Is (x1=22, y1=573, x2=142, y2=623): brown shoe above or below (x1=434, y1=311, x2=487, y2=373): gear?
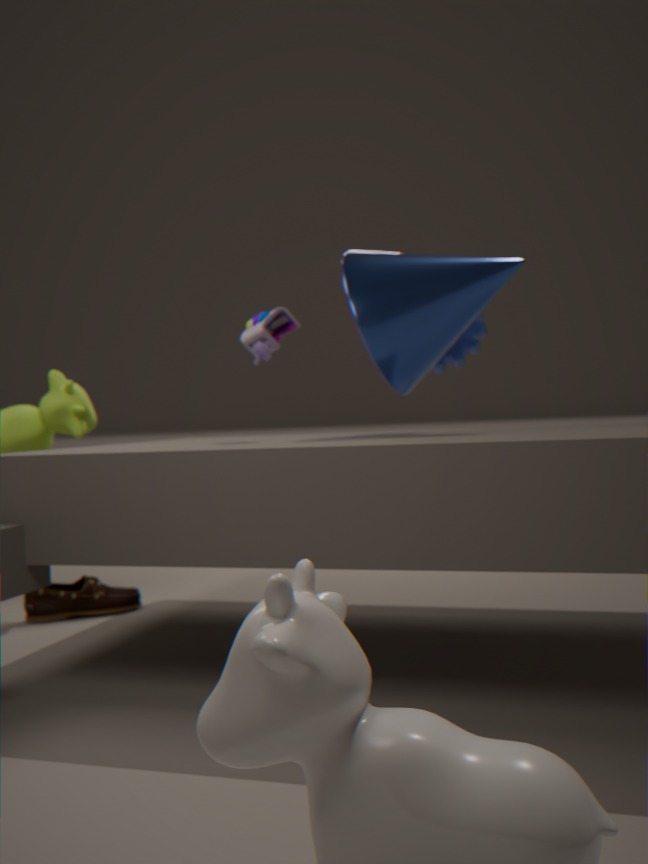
below
